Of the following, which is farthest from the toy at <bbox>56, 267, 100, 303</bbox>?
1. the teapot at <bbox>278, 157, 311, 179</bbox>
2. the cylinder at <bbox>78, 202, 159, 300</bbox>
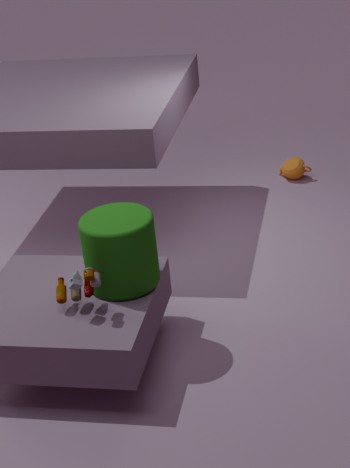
the teapot at <bbox>278, 157, 311, 179</bbox>
